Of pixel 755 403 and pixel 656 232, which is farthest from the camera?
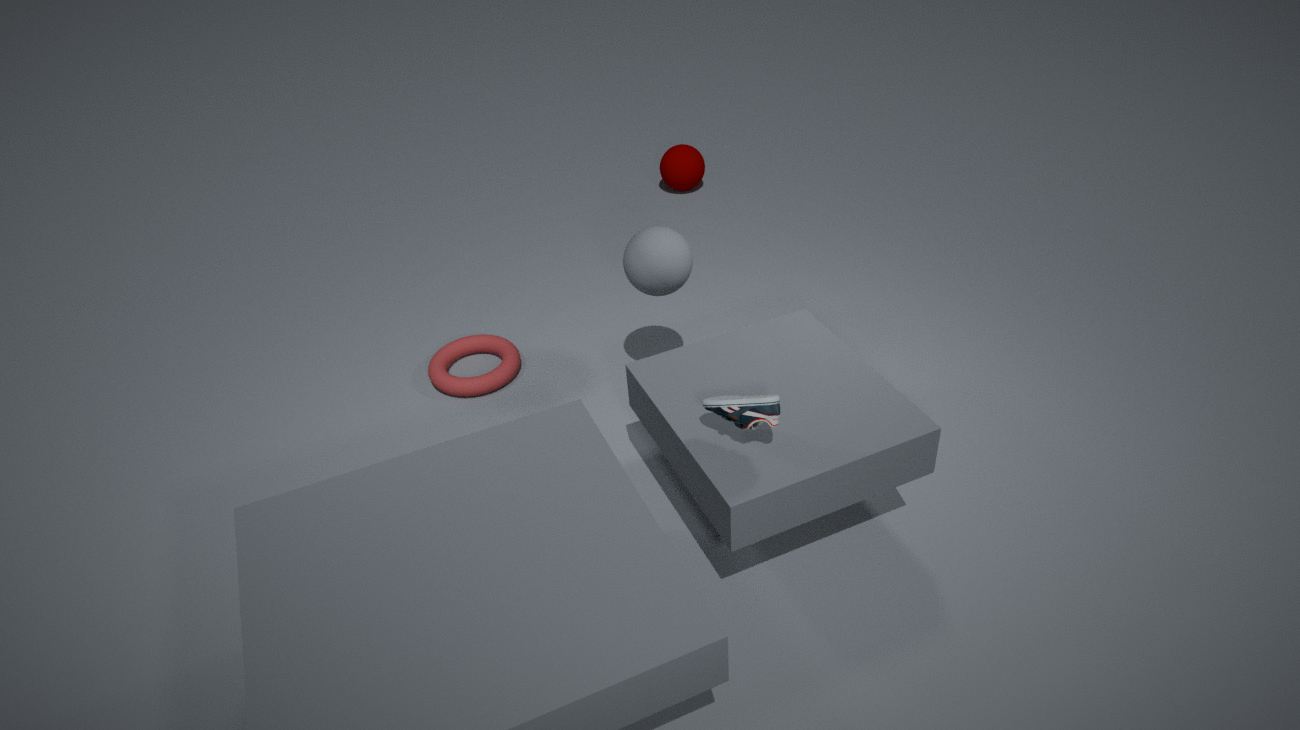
pixel 656 232
